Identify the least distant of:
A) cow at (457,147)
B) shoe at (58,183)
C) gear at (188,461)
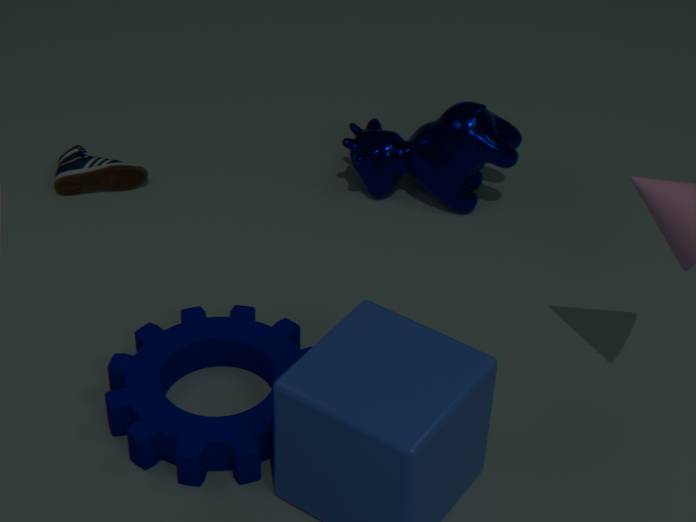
gear at (188,461)
